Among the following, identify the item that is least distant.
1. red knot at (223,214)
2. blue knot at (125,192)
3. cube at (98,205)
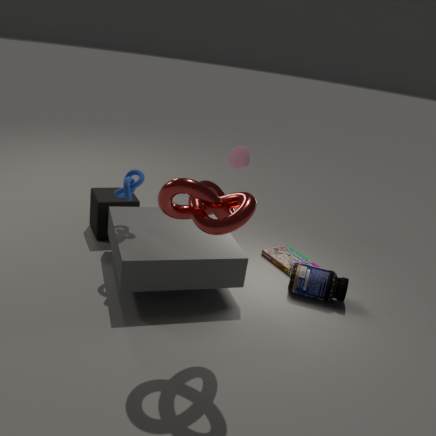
red knot at (223,214)
